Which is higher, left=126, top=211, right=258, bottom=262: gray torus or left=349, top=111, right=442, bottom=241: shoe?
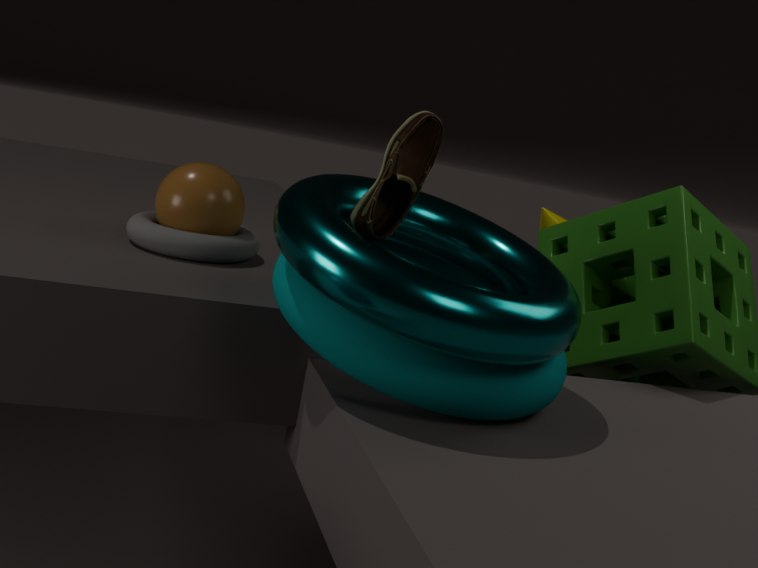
left=349, top=111, right=442, bottom=241: shoe
